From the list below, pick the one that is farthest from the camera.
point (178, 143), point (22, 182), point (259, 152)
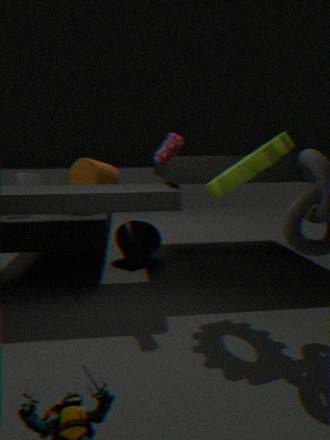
point (22, 182)
